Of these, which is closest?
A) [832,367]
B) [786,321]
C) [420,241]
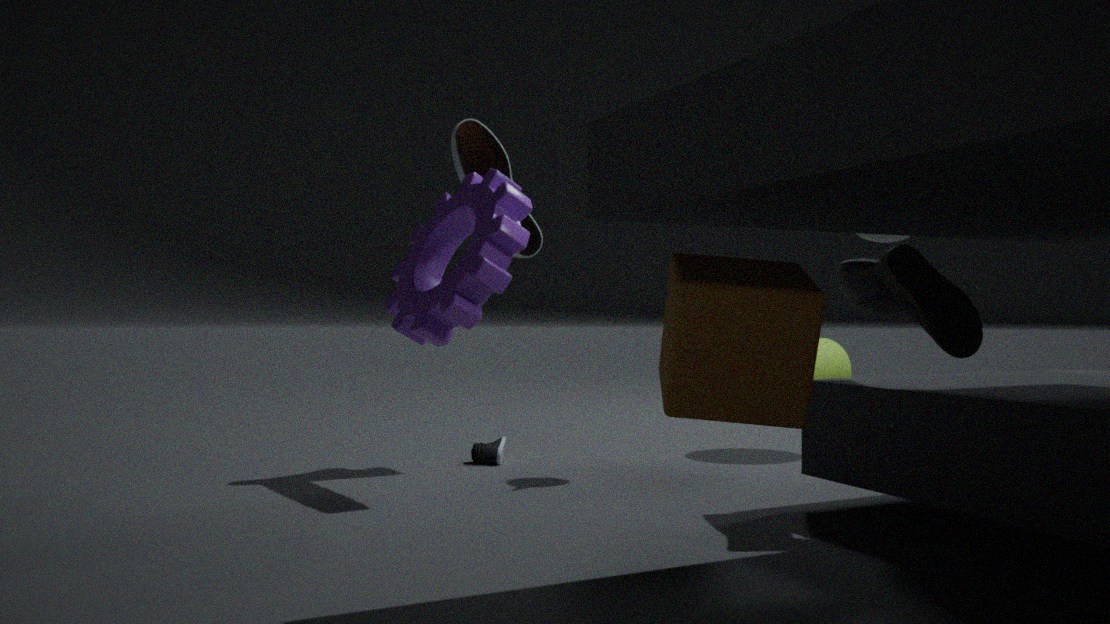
[786,321]
